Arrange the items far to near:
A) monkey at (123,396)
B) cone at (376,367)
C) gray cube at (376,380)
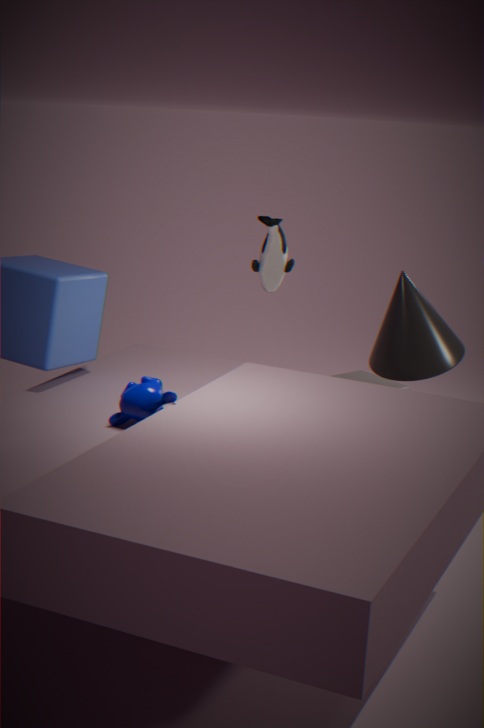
gray cube at (376,380), cone at (376,367), monkey at (123,396)
